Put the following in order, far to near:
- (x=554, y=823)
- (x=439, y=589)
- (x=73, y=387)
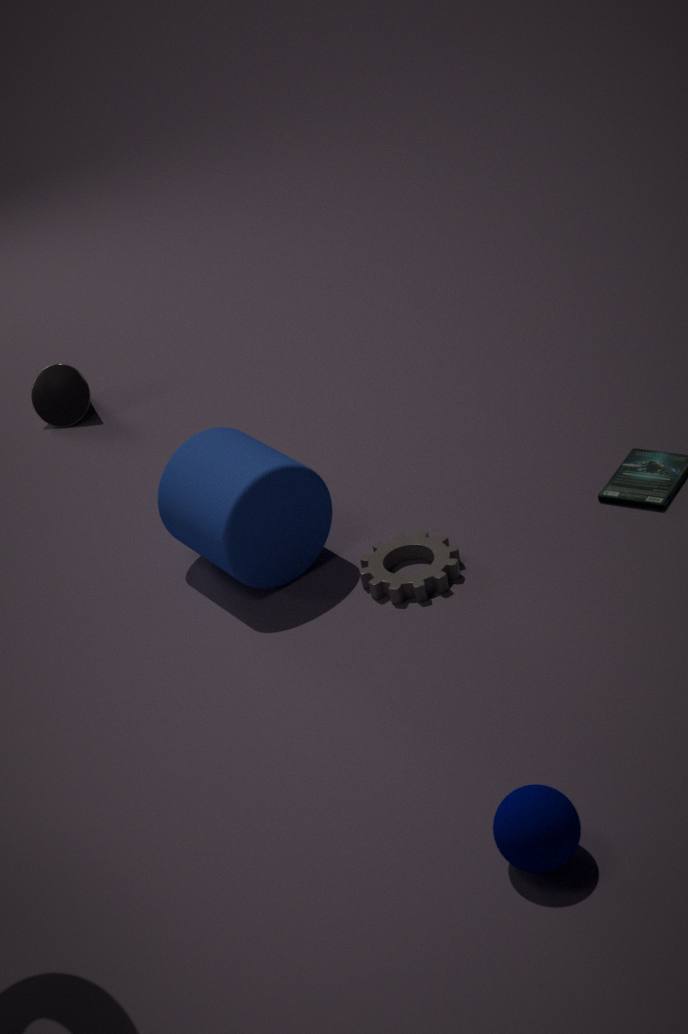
(x=73, y=387) < (x=439, y=589) < (x=554, y=823)
